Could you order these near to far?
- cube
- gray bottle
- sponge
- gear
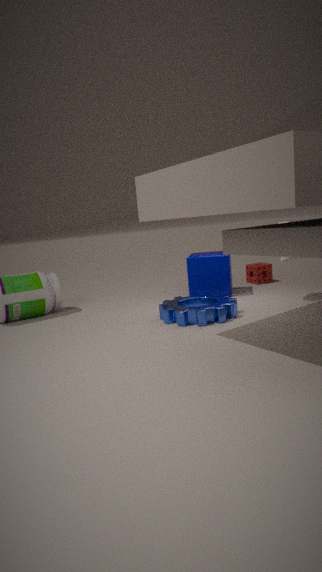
gear
gray bottle
cube
sponge
